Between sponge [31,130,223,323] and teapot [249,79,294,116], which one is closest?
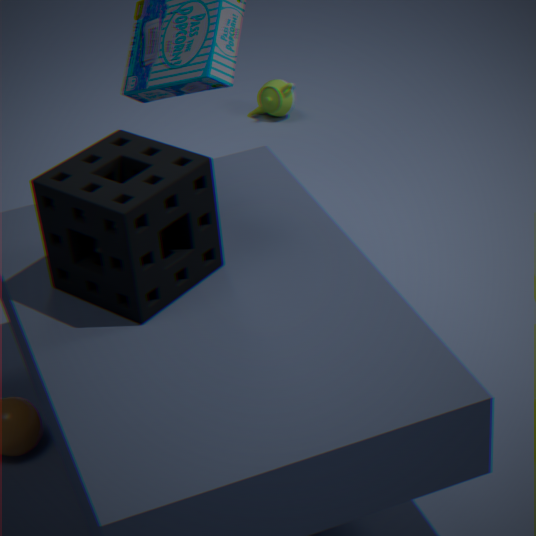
sponge [31,130,223,323]
